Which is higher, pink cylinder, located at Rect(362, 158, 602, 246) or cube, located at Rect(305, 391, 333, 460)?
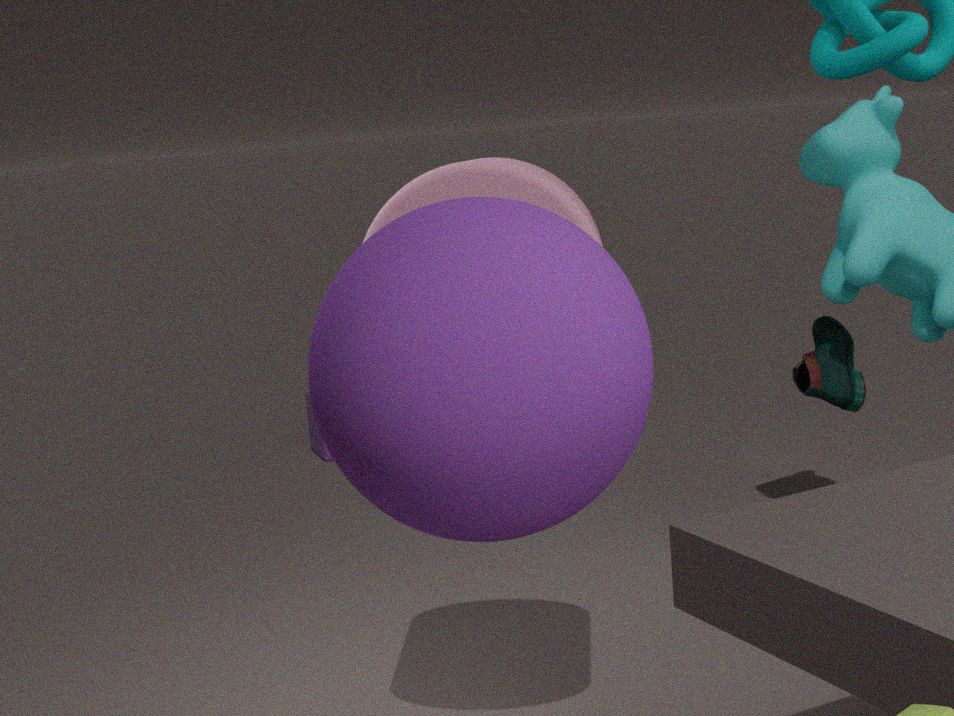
pink cylinder, located at Rect(362, 158, 602, 246)
